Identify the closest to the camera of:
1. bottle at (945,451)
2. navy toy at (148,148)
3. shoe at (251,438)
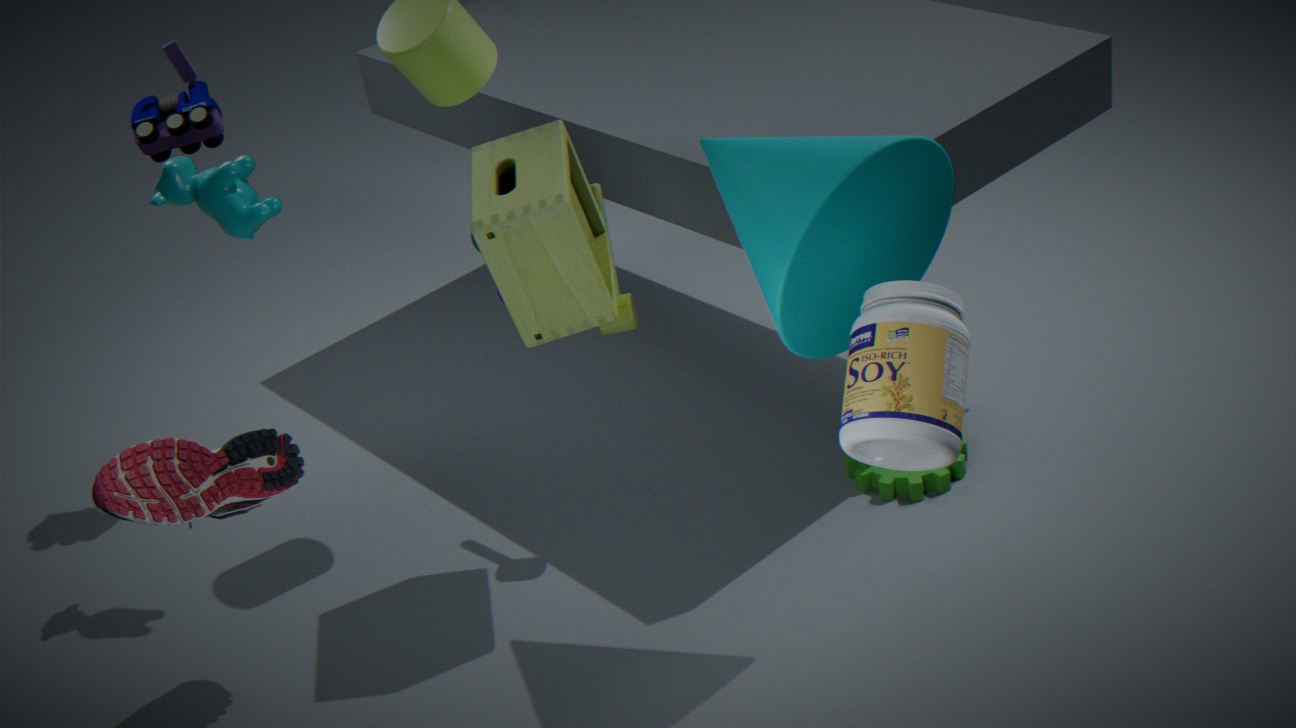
bottle at (945,451)
